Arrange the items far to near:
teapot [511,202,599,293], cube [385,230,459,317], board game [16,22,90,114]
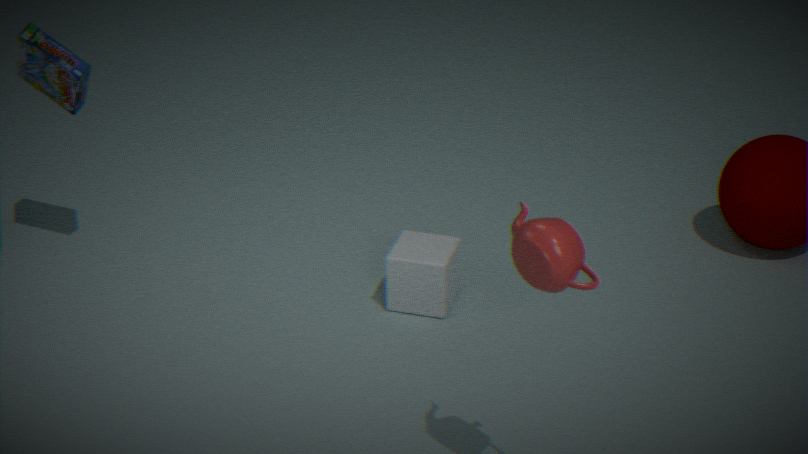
1. cube [385,230,459,317]
2. board game [16,22,90,114]
3. teapot [511,202,599,293]
